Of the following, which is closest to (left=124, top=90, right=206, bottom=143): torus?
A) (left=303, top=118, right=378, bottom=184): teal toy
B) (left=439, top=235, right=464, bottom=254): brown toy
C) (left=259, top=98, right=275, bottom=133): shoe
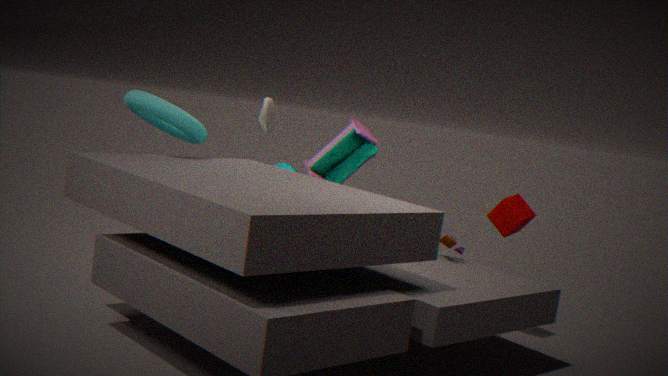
(left=259, top=98, right=275, bottom=133): shoe
